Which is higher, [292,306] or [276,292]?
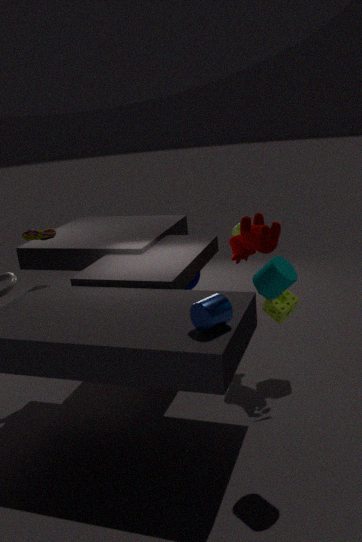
[276,292]
